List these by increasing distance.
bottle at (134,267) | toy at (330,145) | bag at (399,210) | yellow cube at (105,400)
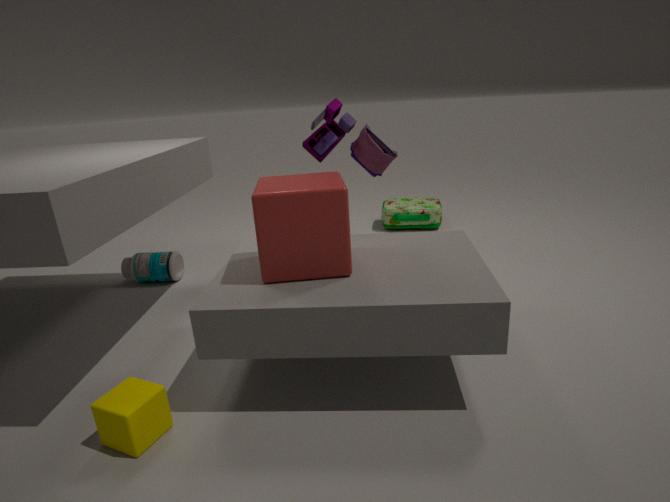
yellow cube at (105,400)
toy at (330,145)
bottle at (134,267)
bag at (399,210)
